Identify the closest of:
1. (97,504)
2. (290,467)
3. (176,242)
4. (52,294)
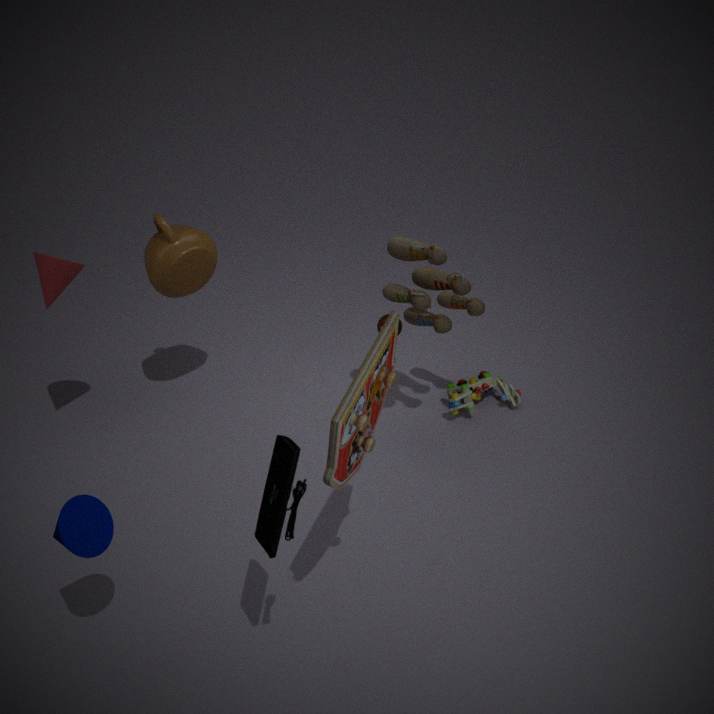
(290,467)
